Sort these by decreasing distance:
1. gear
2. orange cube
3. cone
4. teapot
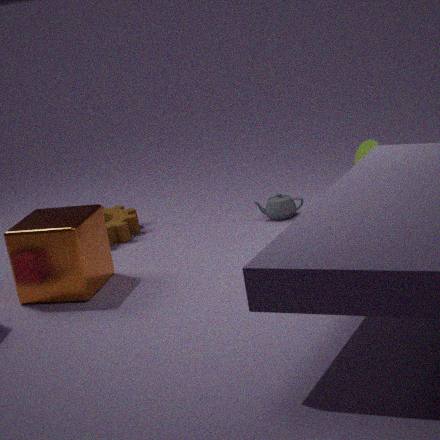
cone < gear < teapot < orange cube
